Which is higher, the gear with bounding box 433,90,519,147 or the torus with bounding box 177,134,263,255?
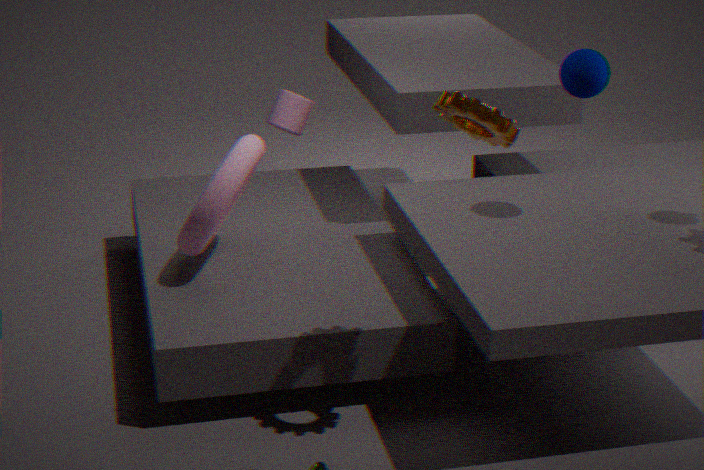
the gear with bounding box 433,90,519,147
